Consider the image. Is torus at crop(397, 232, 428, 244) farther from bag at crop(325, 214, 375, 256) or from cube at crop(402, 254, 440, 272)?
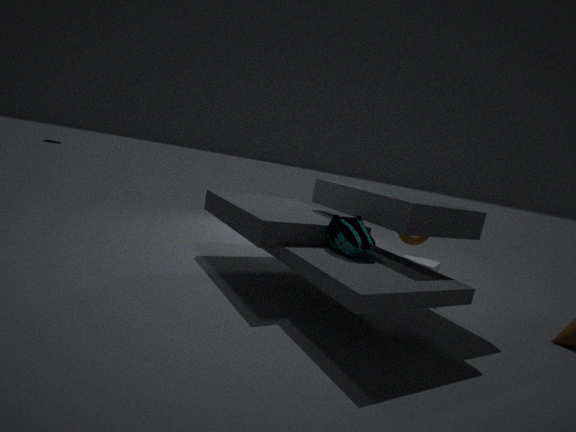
Result: bag at crop(325, 214, 375, 256)
